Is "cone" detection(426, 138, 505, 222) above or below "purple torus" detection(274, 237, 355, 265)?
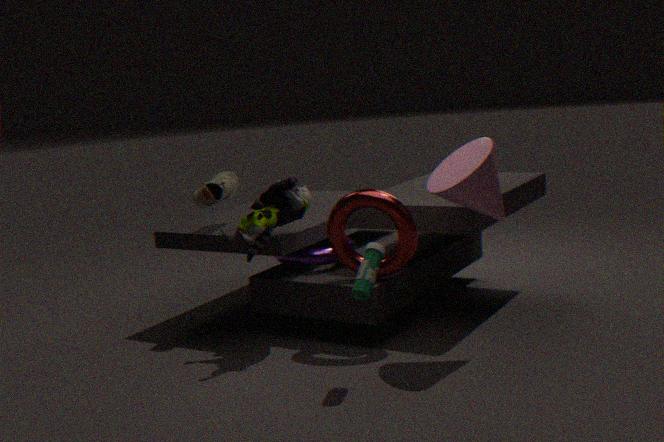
above
